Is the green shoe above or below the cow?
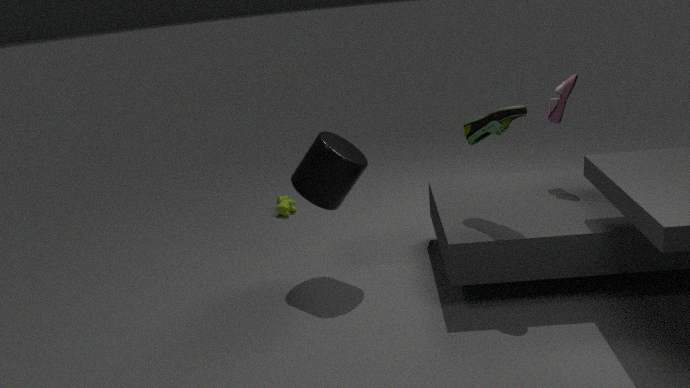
above
